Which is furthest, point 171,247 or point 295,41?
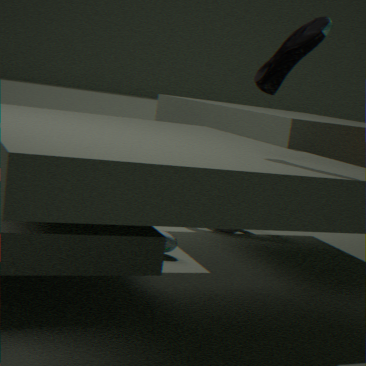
point 171,247
